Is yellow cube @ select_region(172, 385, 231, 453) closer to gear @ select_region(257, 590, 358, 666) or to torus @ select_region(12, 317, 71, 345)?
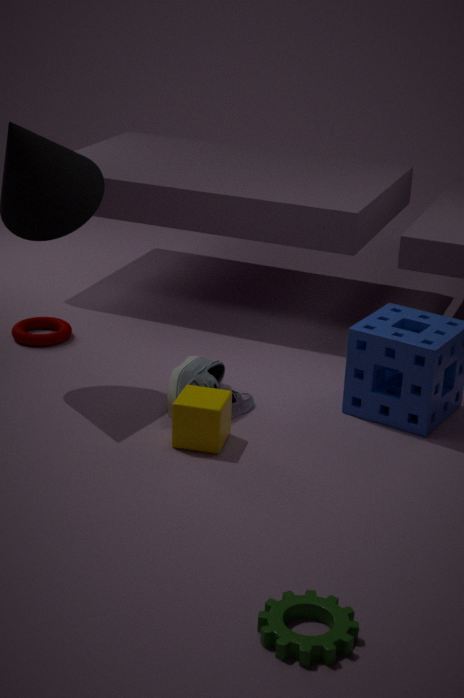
gear @ select_region(257, 590, 358, 666)
